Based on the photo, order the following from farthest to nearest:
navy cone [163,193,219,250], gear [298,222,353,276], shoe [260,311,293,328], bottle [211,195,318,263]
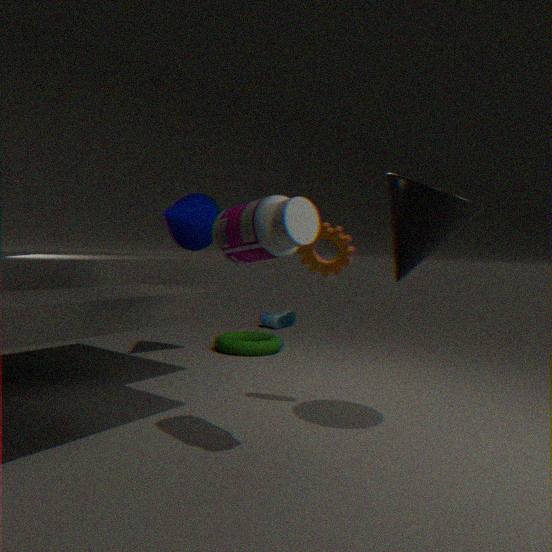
1. shoe [260,311,293,328]
2. navy cone [163,193,219,250]
3. gear [298,222,353,276]
4. bottle [211,195,318,263]
